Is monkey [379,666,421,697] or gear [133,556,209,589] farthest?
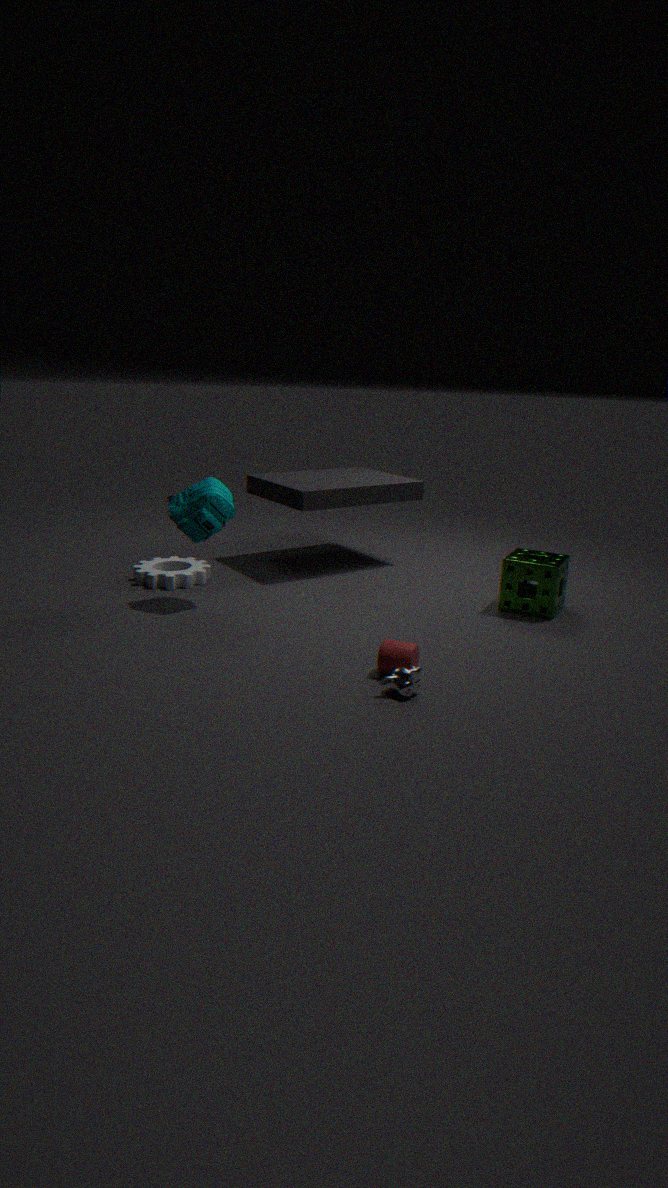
gear [133,556,209,589]
